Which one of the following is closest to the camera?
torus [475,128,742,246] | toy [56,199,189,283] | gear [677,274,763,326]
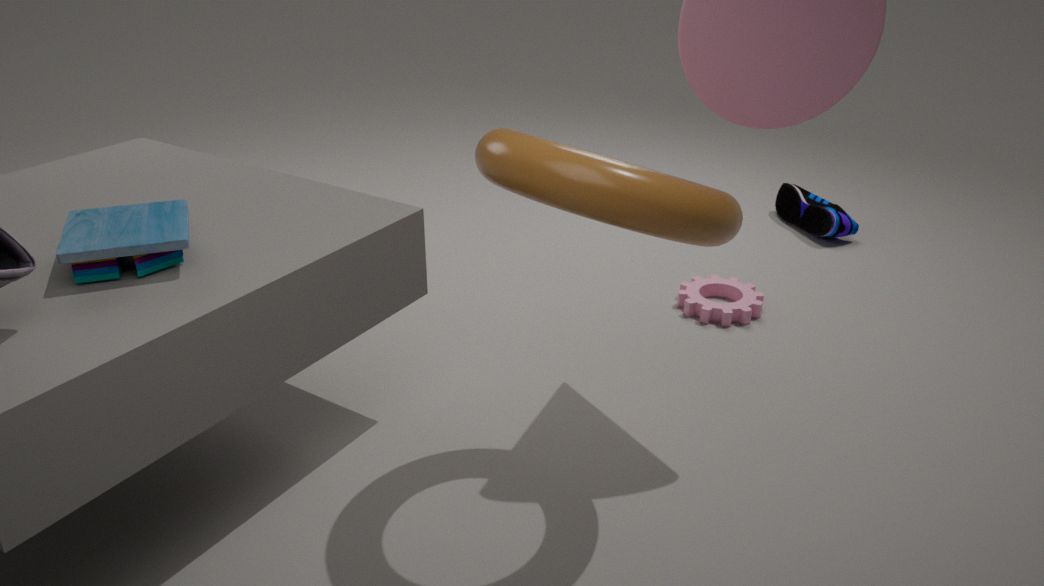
torus [475,128,742,246]
